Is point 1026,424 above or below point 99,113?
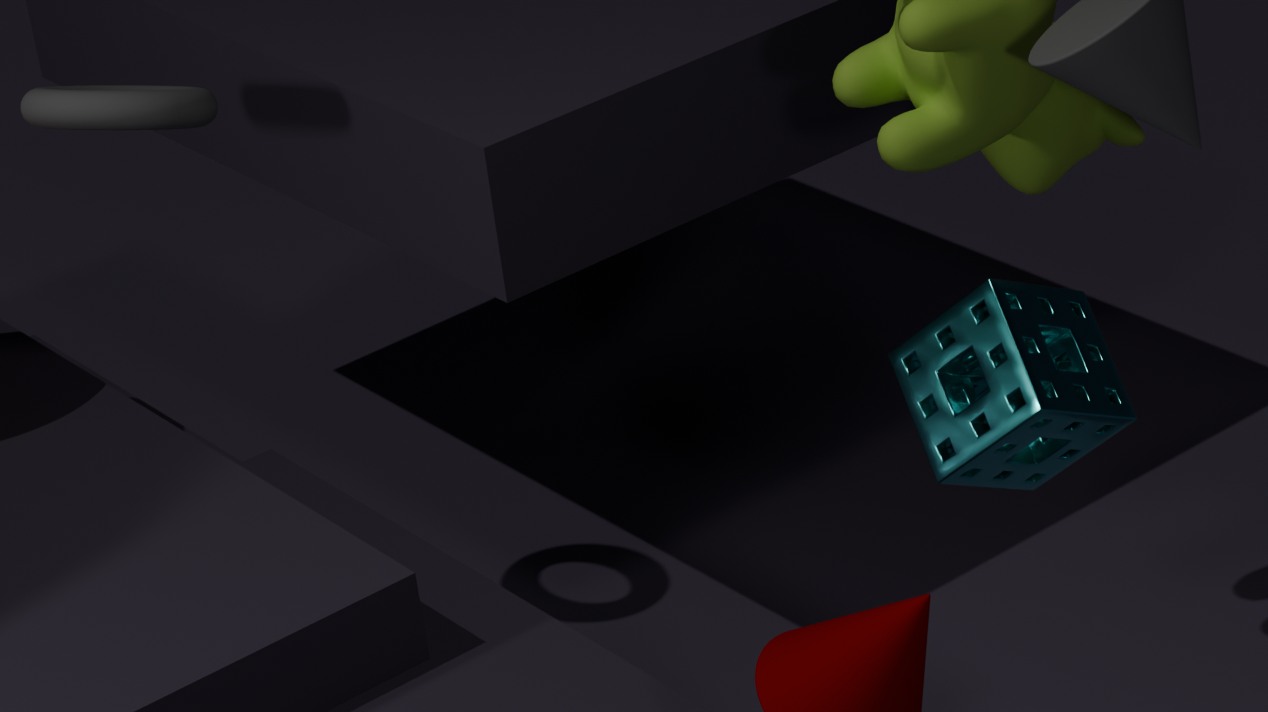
below
